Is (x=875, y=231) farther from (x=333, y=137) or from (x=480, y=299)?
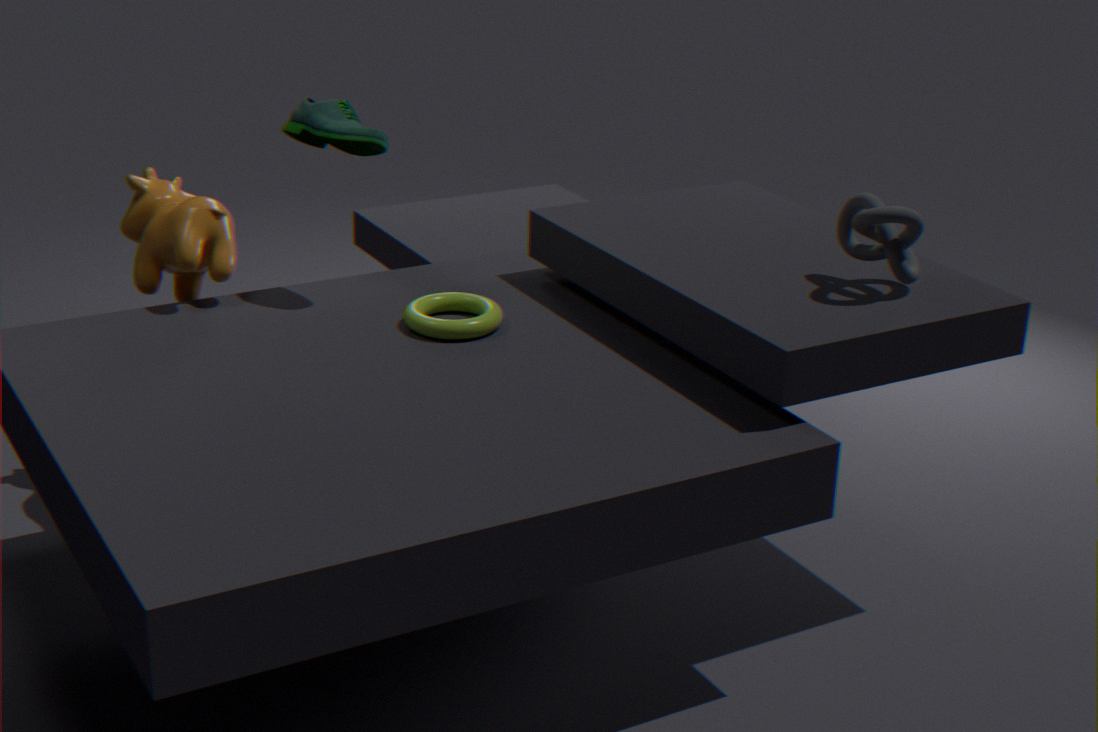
(x=333, y=137)
